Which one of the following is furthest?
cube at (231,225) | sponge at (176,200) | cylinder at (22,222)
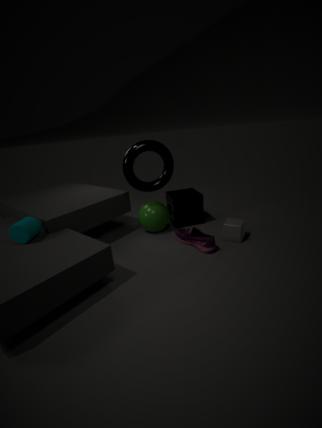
sponge at (176,200)
